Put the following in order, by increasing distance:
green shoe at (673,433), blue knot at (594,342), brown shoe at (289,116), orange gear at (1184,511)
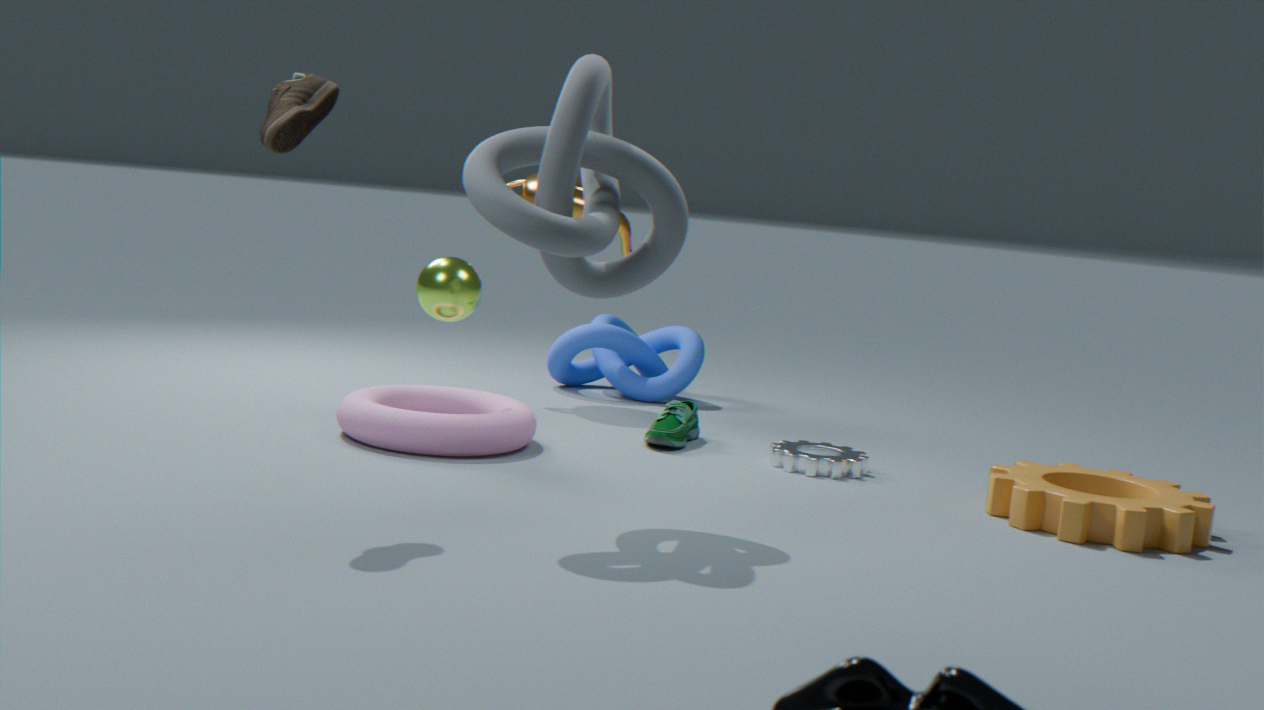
brown shoe at (289,116) < orange gear at (1184,511) < green shoe at (673,433) < blue knot at (594,342)
